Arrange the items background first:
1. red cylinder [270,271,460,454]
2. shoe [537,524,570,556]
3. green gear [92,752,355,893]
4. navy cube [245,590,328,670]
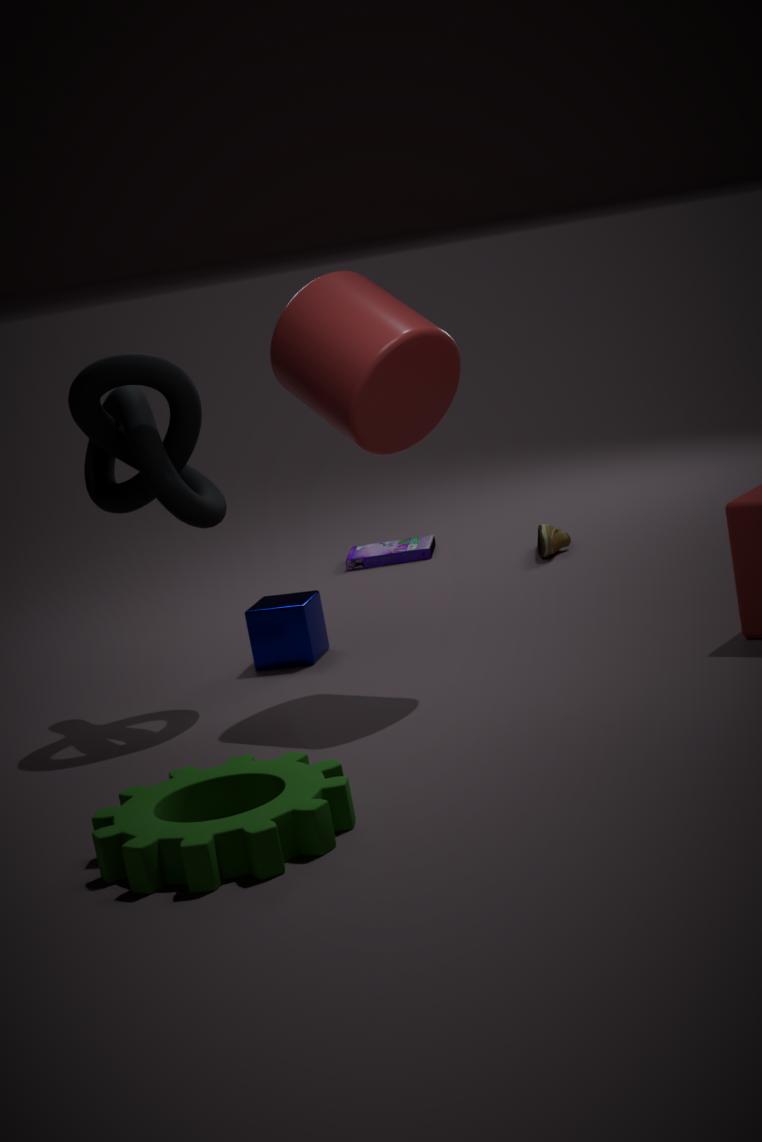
shoe [537,524,570,556] → navy cube [245,590,328,670] → red cylinder [270,271,460,454] → green gear [92,752,355,893]
